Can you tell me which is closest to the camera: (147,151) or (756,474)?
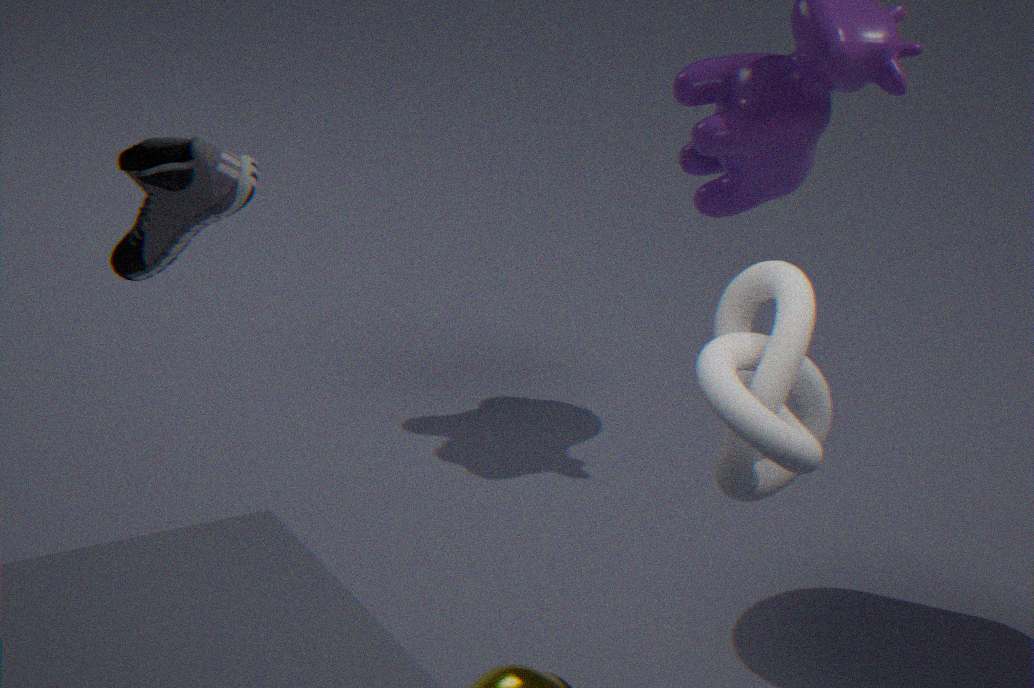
(756,474)
